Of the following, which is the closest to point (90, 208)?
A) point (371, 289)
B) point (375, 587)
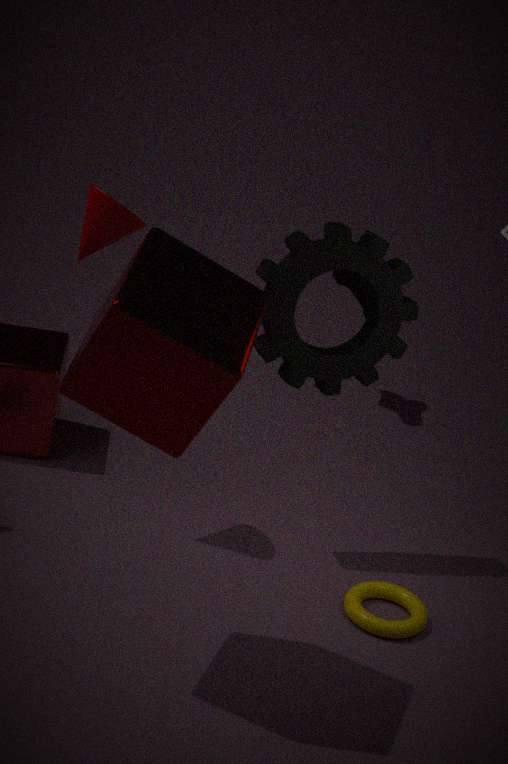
point (371, 289)
